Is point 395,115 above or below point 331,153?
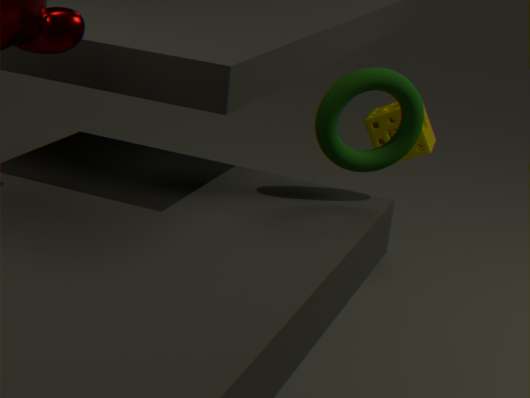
below
